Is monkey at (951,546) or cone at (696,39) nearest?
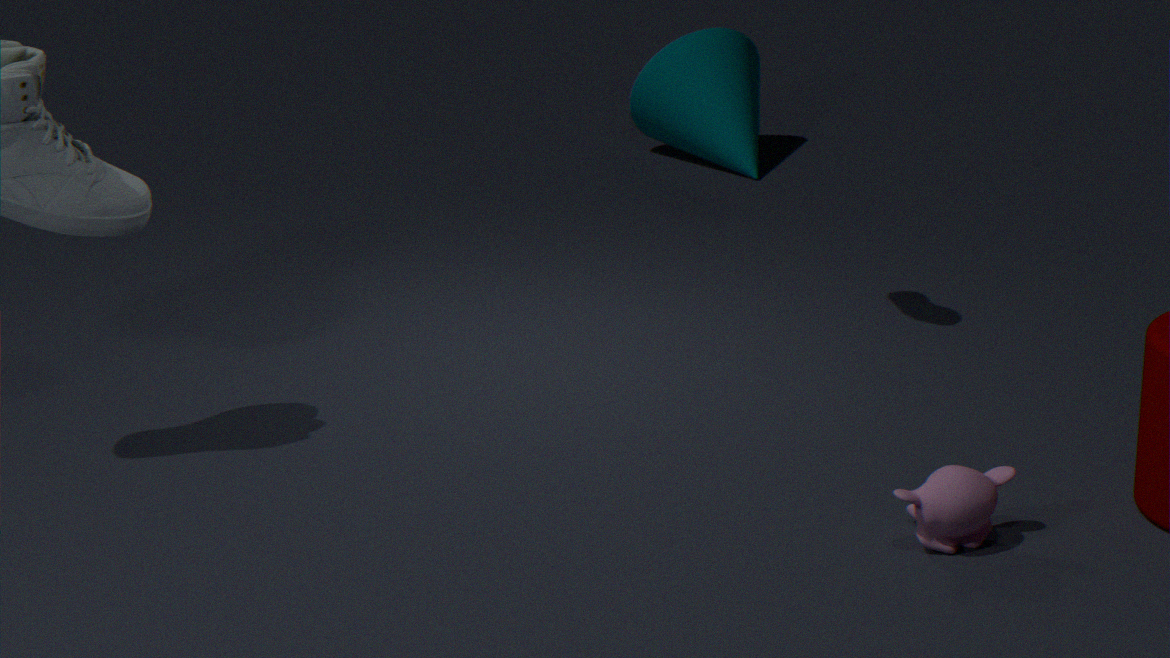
monkey at (951,546)
